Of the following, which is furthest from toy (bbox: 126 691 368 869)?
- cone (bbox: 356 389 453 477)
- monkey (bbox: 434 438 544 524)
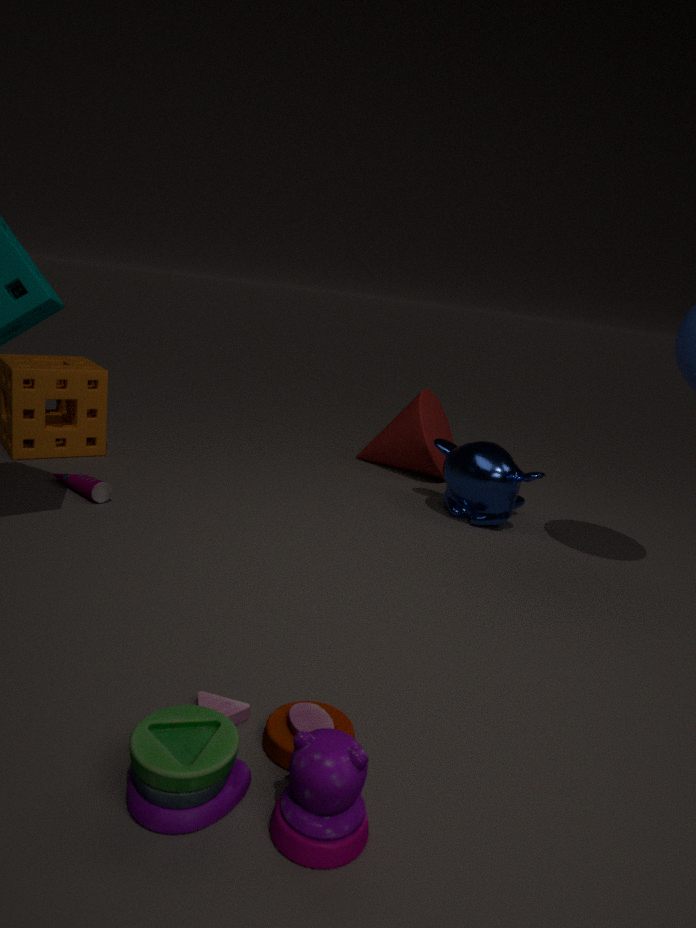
cone (bbox: 356 389 453 477)
